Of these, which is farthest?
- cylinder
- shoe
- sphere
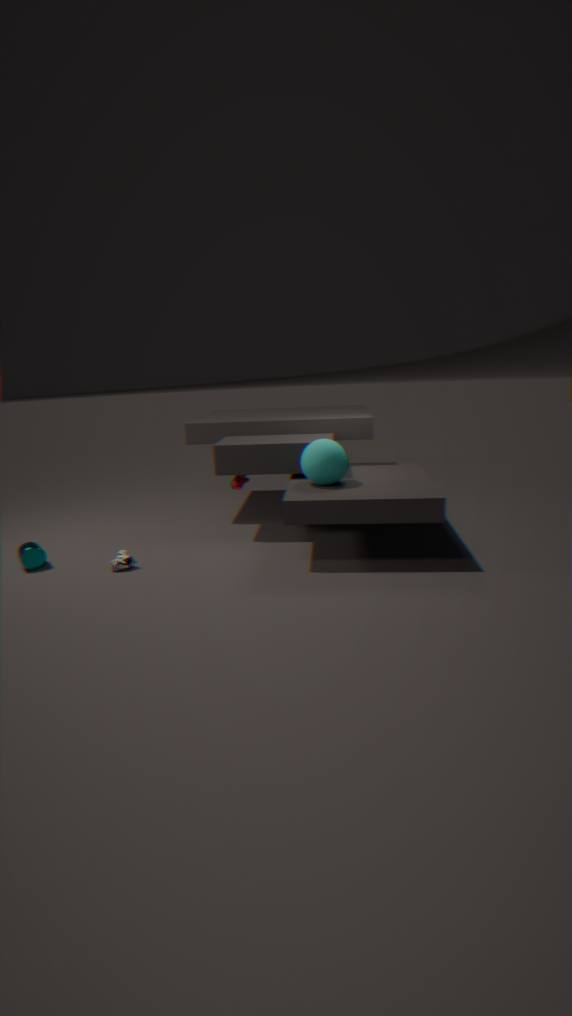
cylinder
